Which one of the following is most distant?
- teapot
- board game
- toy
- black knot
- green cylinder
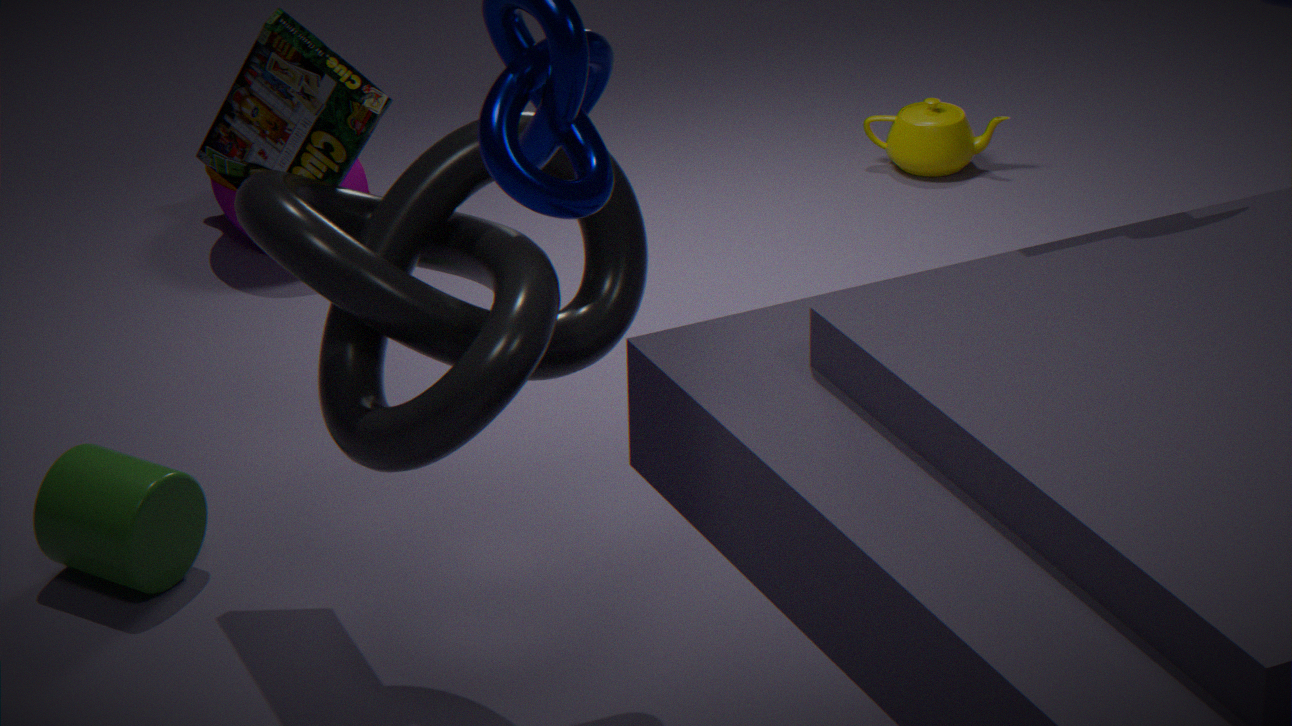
teapot
